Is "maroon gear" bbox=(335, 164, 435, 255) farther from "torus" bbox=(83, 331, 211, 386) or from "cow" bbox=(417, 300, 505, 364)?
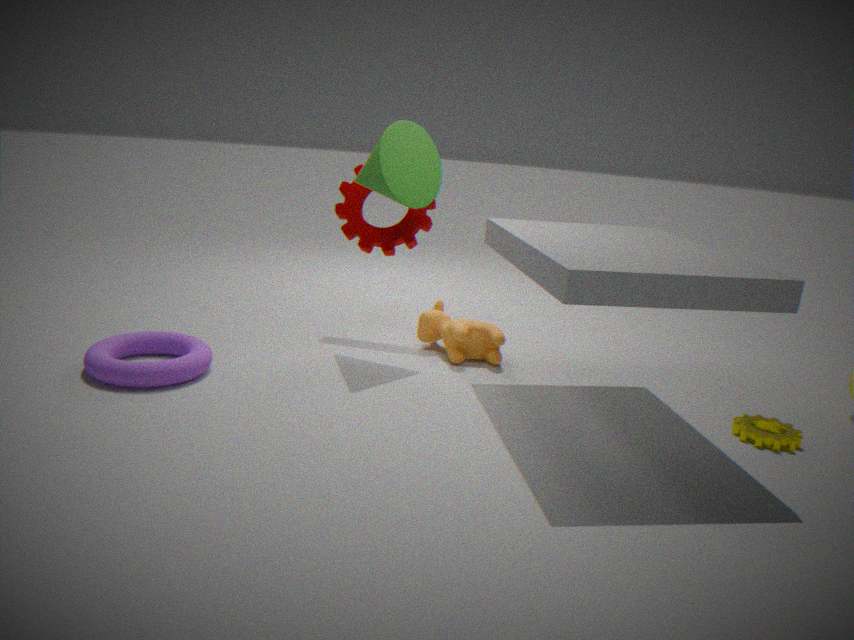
"torus" bbox=(83, 331, 211, 386)
